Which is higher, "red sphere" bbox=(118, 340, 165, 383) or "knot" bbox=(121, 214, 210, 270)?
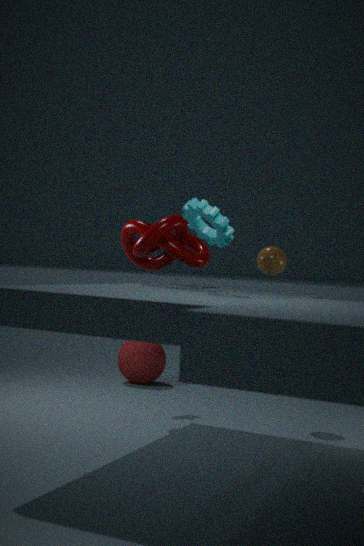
"knot" bbox=(121, 214, 210, 270)
